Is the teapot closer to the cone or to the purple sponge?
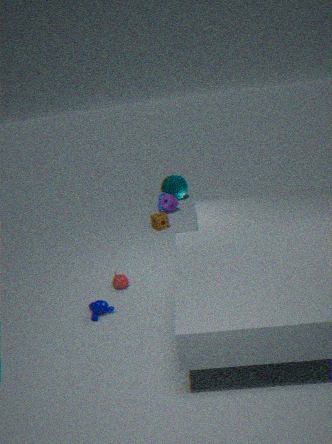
the purple sponge
